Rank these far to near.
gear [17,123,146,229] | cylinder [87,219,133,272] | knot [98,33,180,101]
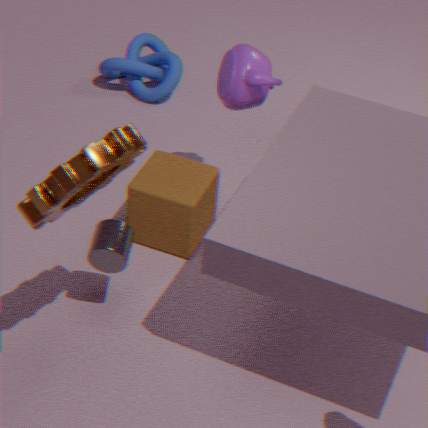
knot [98,33,180,101], cylinder [87,219,133,272], gear [17,123,146,229]
